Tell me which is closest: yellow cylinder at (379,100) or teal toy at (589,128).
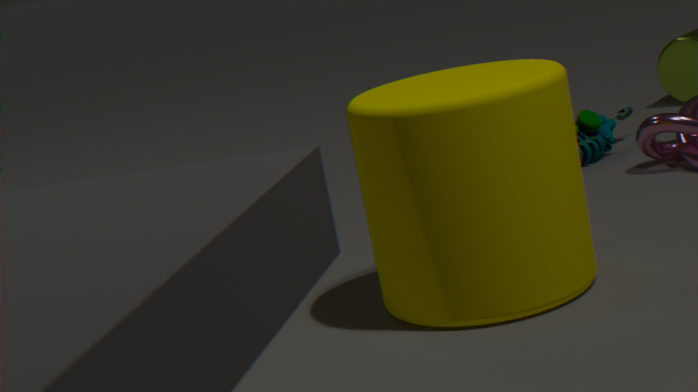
yellow cylinder at (379,100)
